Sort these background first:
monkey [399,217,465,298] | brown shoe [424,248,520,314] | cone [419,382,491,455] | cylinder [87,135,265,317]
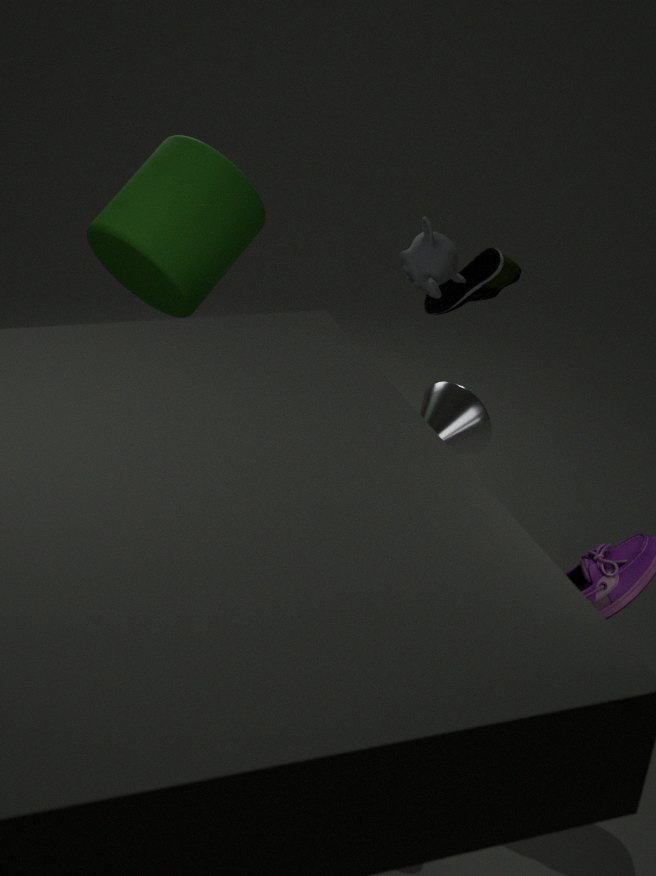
brown shoe [424,248,520,314] → monkey [399,217,465,298] → cylinder [87,135,265,317] → cone [419,382,491,455]
